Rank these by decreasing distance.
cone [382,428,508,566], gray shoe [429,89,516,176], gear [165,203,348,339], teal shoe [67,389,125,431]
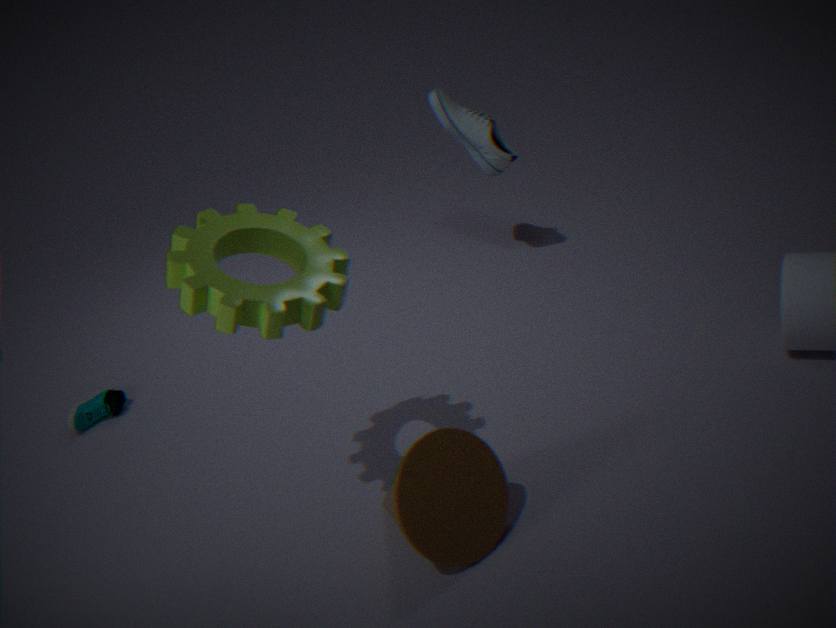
1. gray shoe [429,89,516,176]
2. teal shoe [67,389,125,431]
3. cone [382,428,508,566]
4. gear [165,203,348,339]
